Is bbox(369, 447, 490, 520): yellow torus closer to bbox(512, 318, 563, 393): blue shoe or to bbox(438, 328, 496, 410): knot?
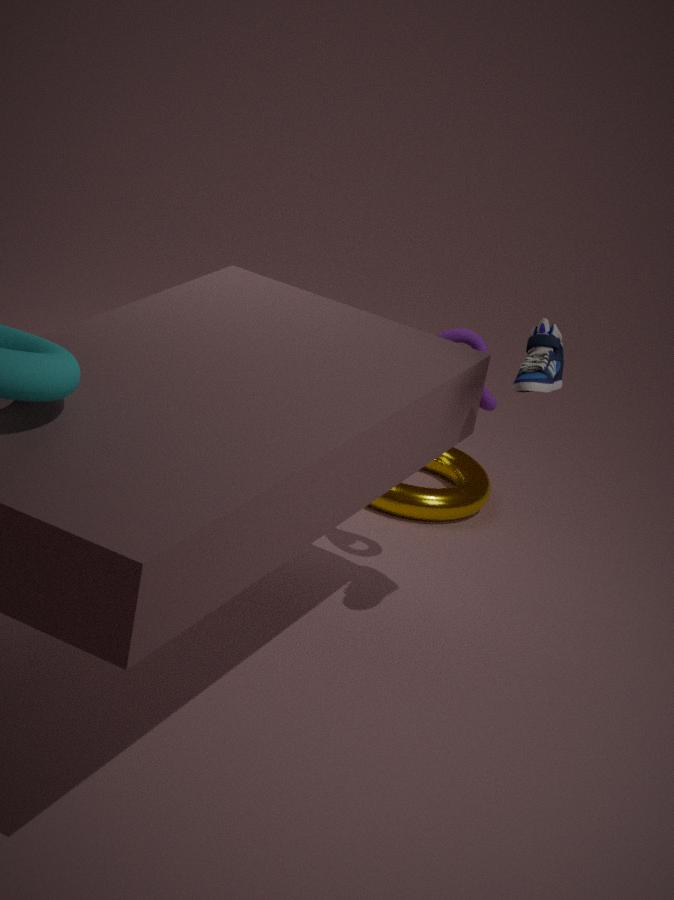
bbox(438, 328, 496, 410): knot
